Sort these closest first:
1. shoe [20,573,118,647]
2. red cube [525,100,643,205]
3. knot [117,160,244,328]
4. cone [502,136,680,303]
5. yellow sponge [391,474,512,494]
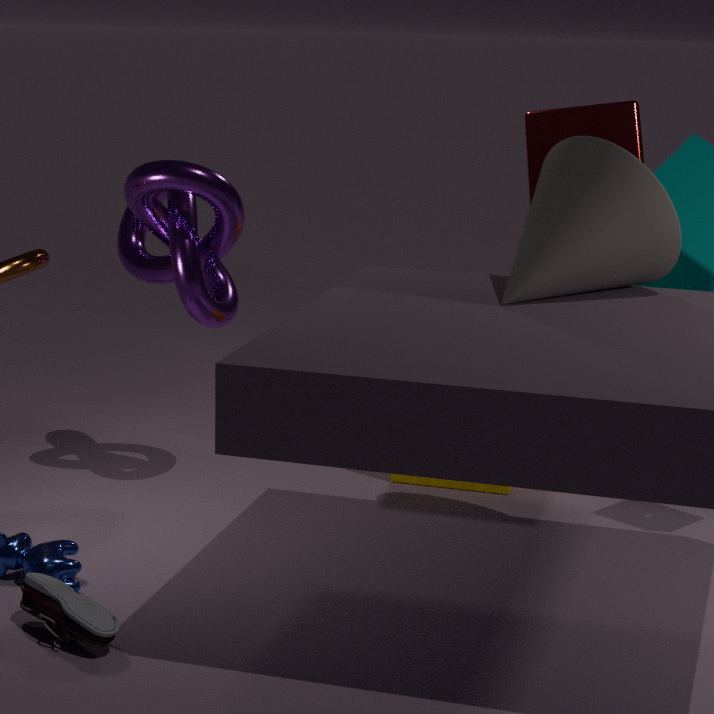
shoe [20,573,118,647] < cone [502,136,680,303] < knot [117,160,244,328] < yellow sponge [391,474,512,494] < red cube [525,100,643,205]
